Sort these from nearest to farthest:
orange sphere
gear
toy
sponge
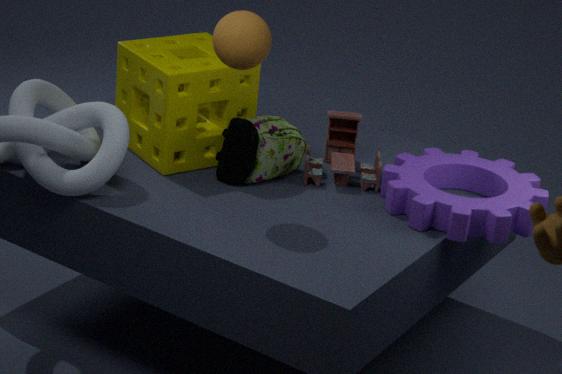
orange sphere, gear, sponge, toy
